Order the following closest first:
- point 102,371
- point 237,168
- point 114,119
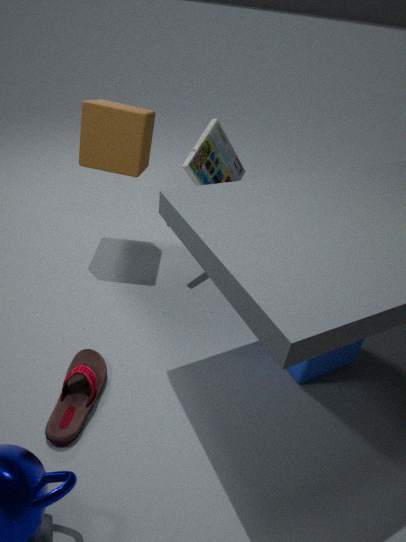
point 102,371 → point 114,119 → point 237,168
